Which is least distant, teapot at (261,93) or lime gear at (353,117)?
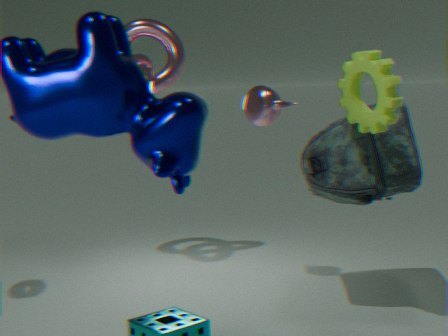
lime gear at (353,117)
